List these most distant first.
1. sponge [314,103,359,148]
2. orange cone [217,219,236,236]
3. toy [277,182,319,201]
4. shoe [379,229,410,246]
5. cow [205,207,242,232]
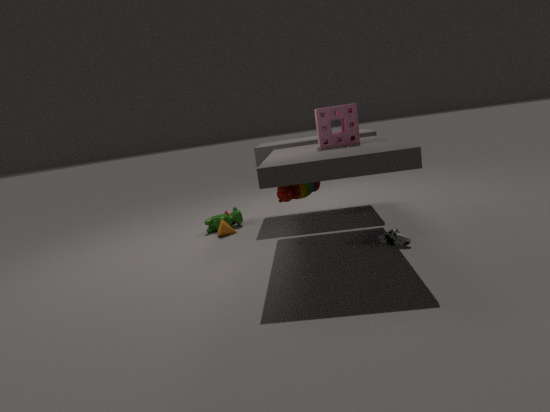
cow [205,207,242,232] < orange cone [217,219,236,236] < toy [277,182,319,201] < shoe [379,229,410,246] < sponge [314,103,359,148]
